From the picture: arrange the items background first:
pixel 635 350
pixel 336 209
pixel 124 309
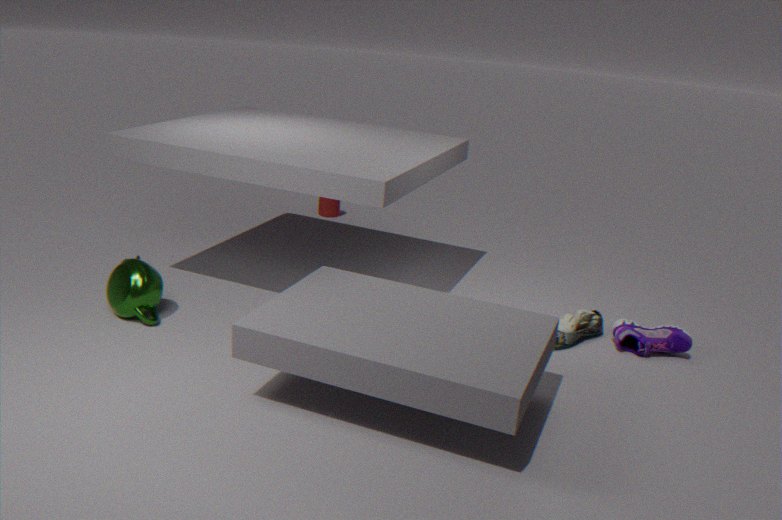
pixel 336 209 < pixel 635 350 < pixel 124 309
